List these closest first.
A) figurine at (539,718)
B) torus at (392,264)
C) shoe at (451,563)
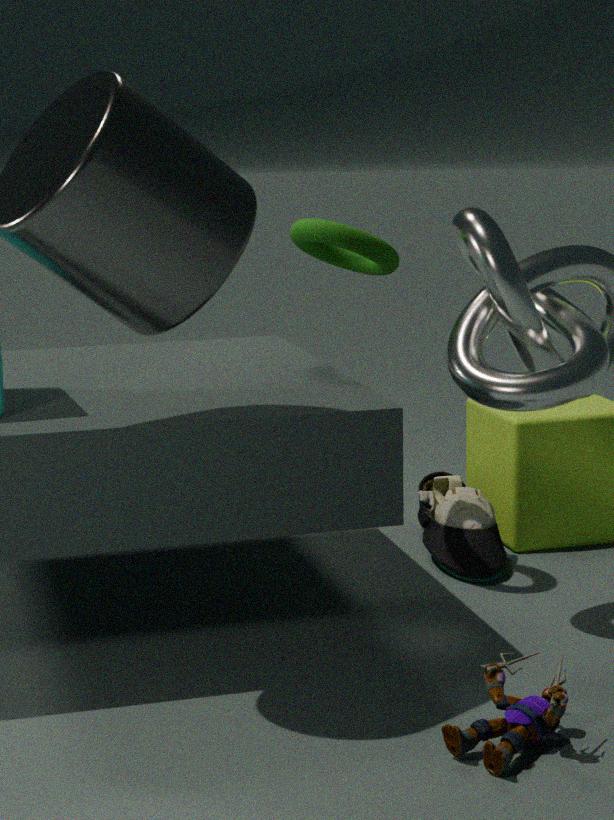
figurine at (539,718) < torus at (392,264) < shoe at (451,563)
